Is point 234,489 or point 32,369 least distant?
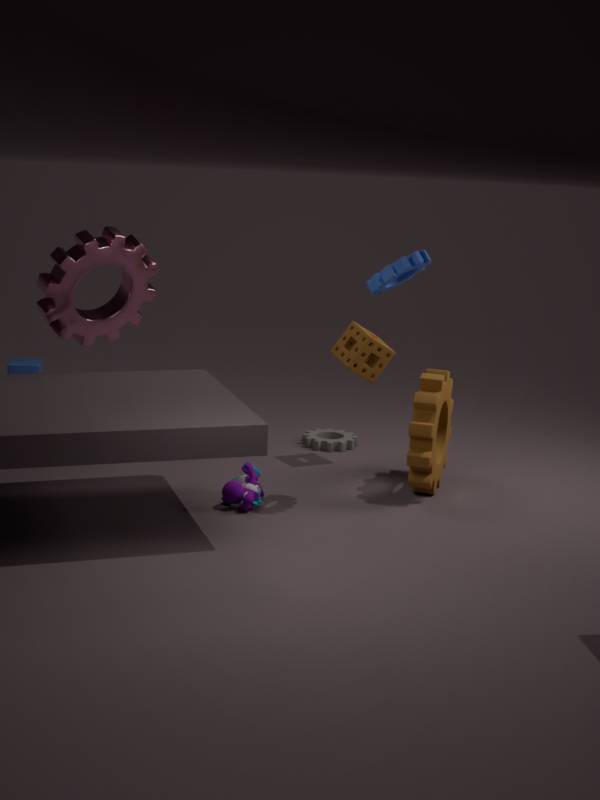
point 234,489
